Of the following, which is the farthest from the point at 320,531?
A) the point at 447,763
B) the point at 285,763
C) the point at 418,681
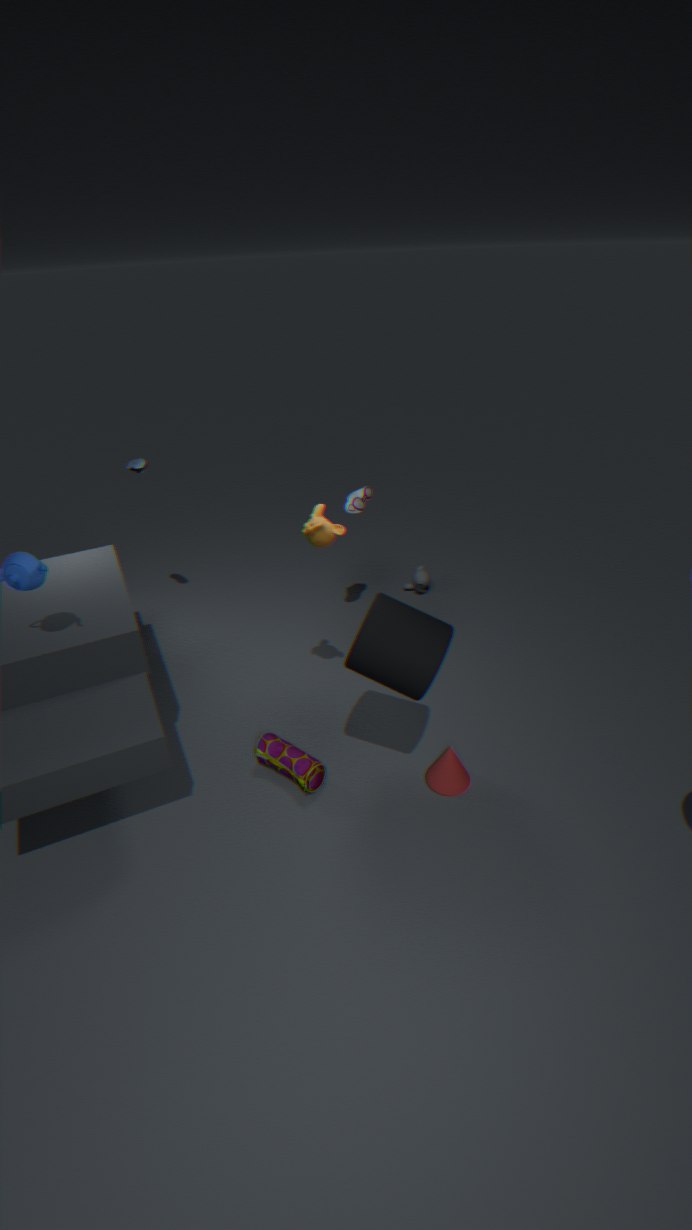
the point at 447,763
